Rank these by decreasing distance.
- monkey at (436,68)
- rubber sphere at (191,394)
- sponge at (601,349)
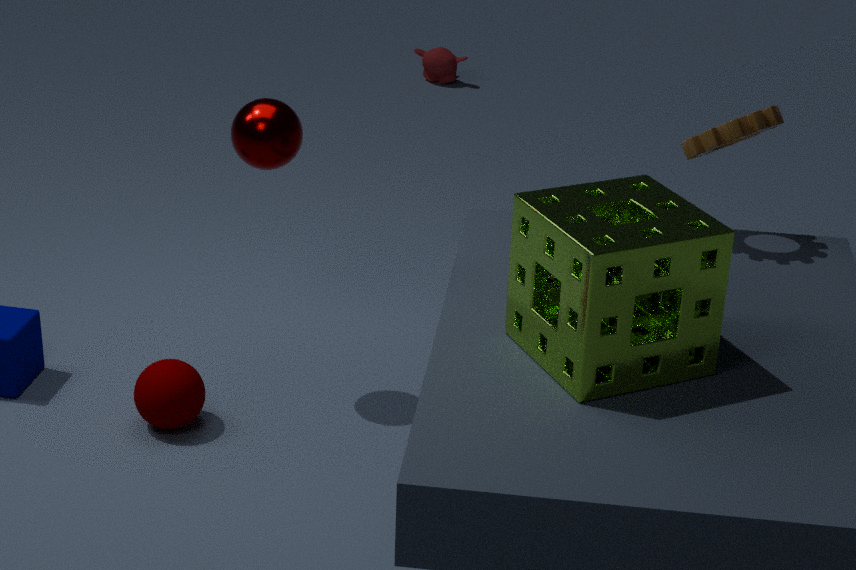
monkey at (436,68) < rubber sphere at (191,394) < sponge at (601,349)
